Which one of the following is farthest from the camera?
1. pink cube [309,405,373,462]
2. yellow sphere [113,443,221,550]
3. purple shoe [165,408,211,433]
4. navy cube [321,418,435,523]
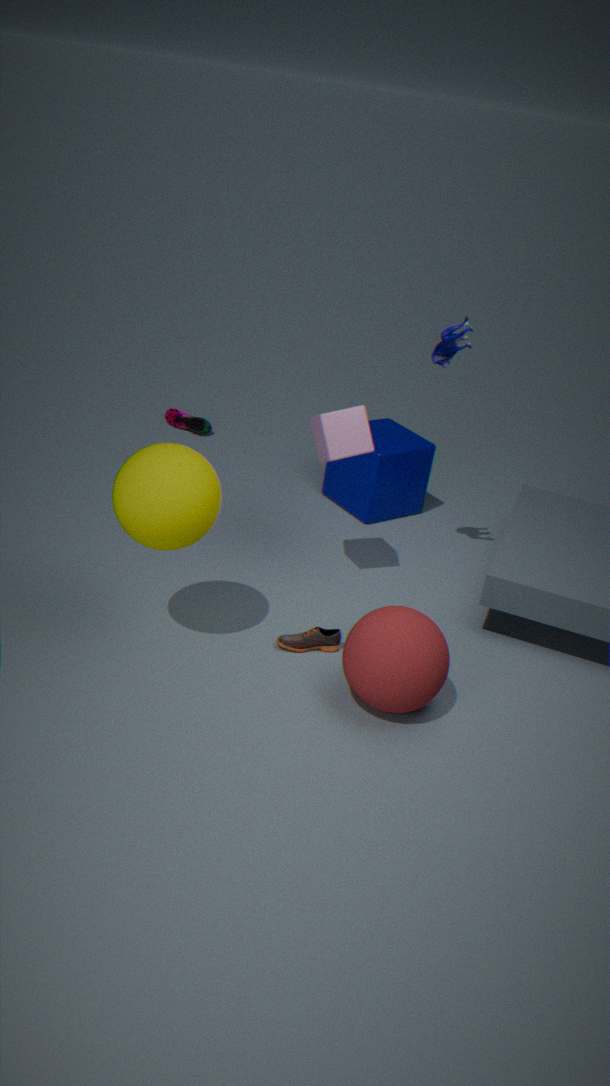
purple shoe [165,408,211,433]
